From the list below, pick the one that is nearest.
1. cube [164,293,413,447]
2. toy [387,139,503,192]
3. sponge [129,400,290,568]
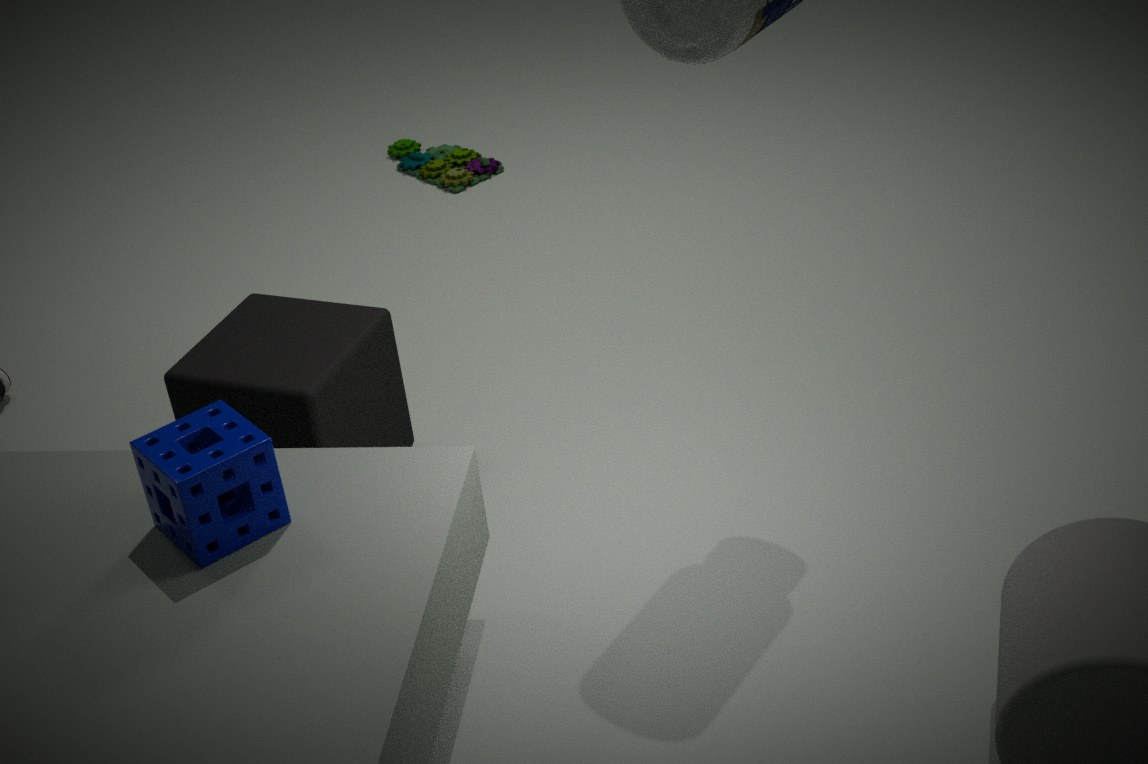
sponge [129,400,290,568]
